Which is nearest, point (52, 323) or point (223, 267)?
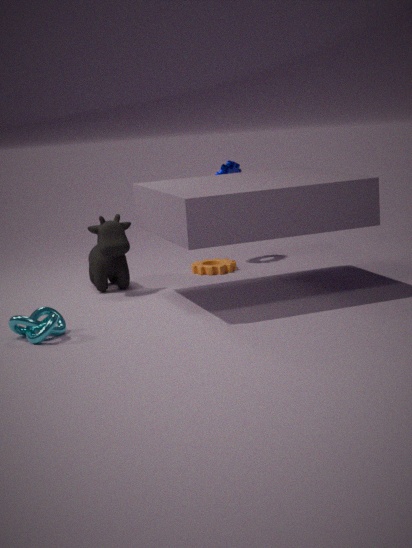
point (52, 323)
